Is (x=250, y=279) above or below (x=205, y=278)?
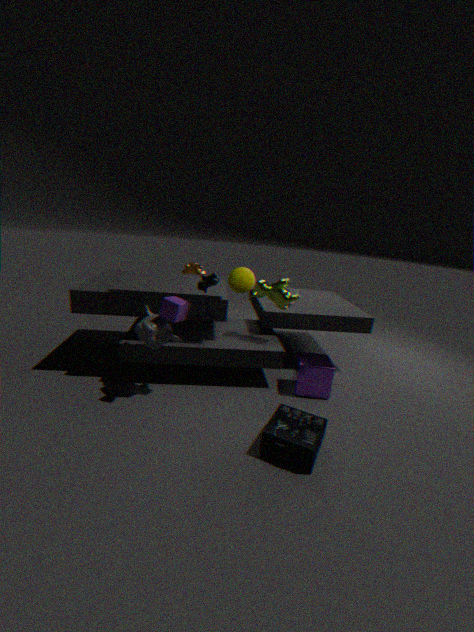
below
